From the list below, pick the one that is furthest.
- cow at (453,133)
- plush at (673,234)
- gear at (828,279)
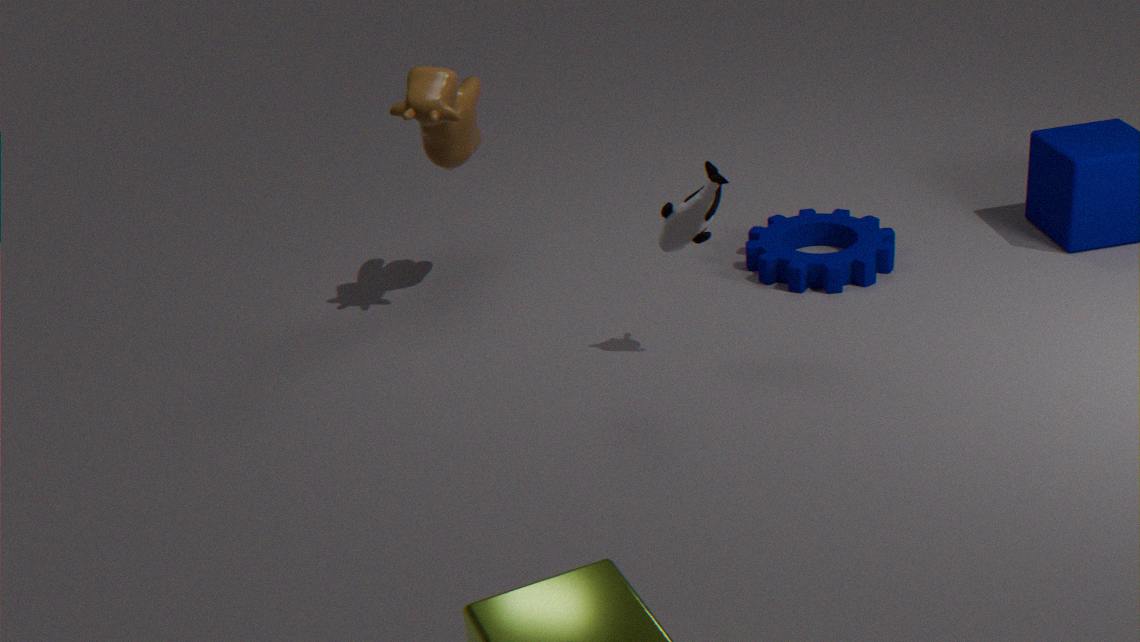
gear at (828,279)
